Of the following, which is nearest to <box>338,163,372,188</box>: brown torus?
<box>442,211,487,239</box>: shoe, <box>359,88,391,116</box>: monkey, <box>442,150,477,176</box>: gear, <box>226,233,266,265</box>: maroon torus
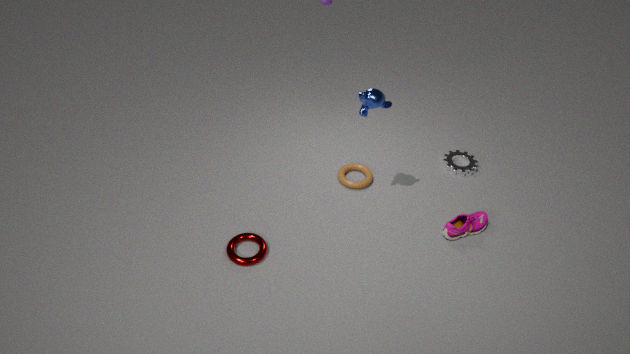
<box>442,150,477,176</box>: gear
